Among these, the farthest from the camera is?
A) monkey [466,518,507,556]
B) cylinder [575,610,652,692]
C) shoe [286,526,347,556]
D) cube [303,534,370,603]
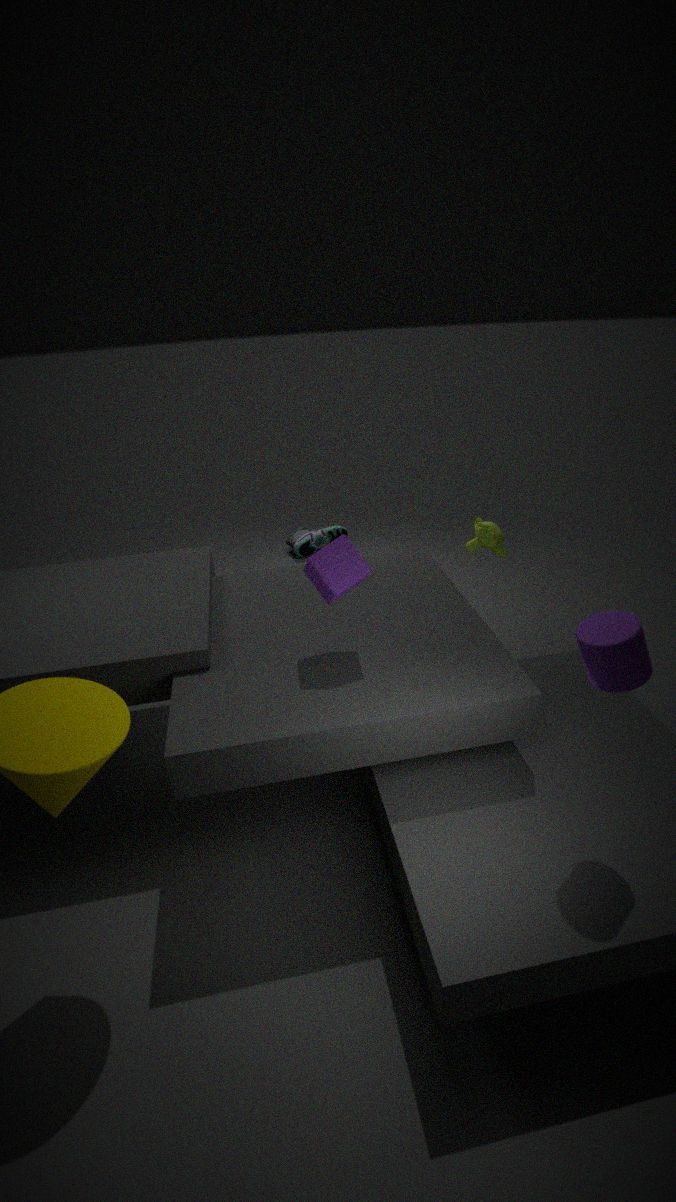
shoe [286,526,347,556]
